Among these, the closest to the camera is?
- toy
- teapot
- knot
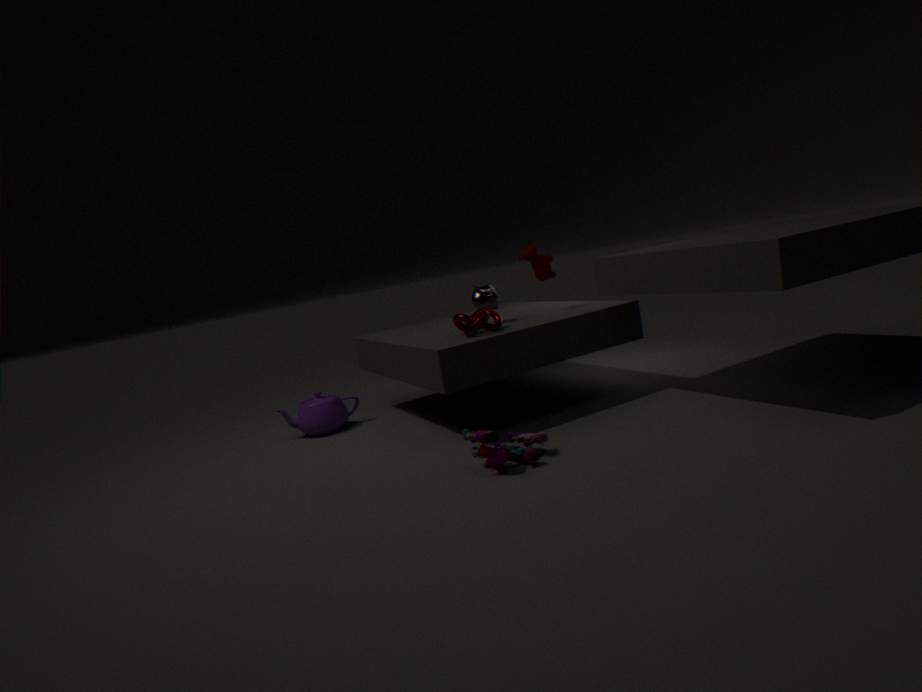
toy
